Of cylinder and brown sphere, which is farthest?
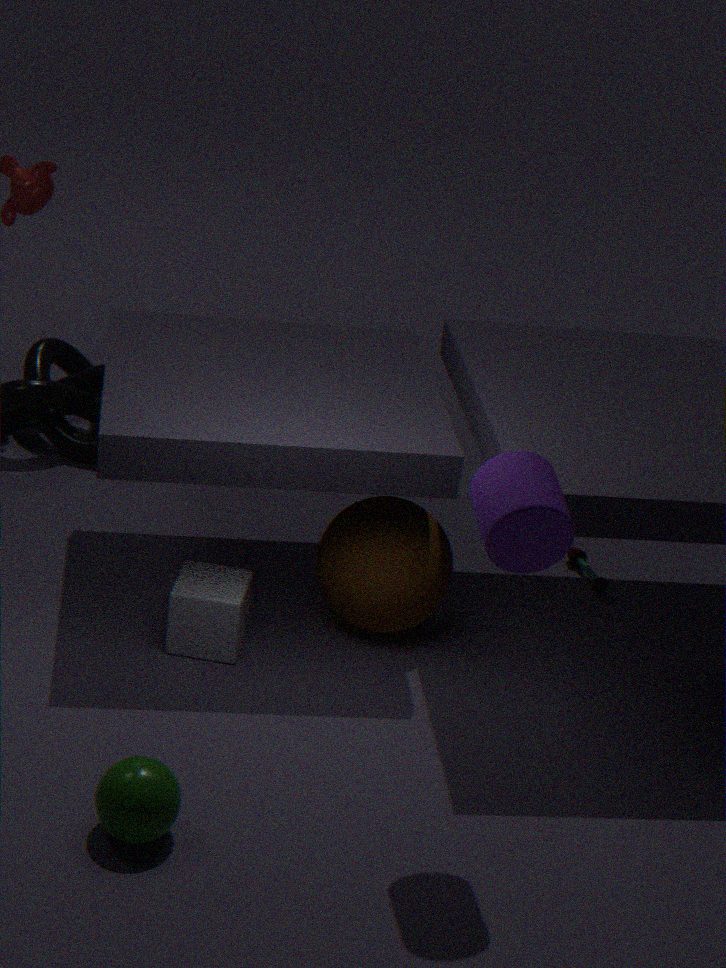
brown sphere
